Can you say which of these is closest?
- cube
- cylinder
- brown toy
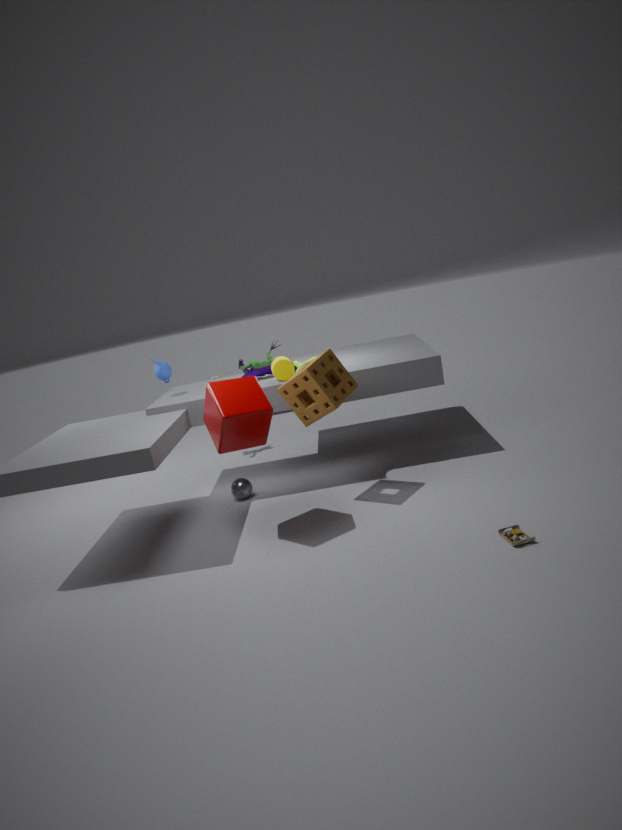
brown toy
